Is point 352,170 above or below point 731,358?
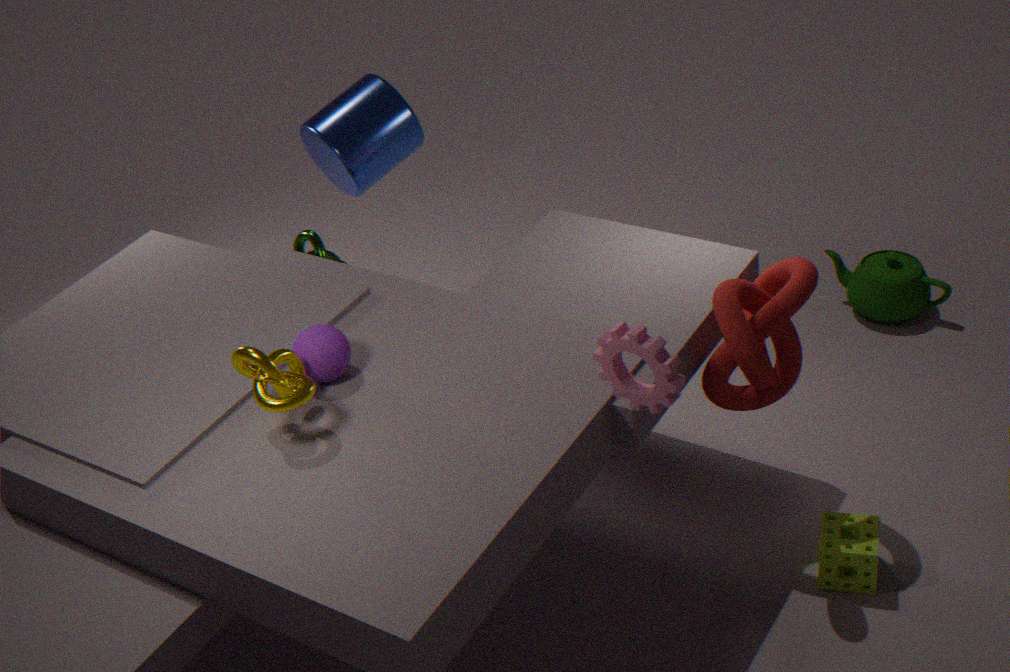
above
